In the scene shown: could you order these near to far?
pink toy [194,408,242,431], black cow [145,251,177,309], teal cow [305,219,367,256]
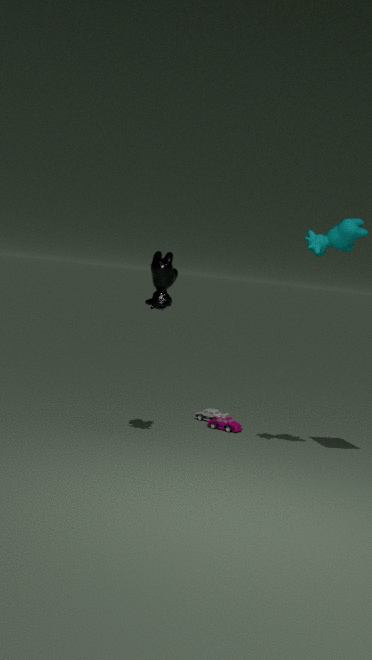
1. teal cow [305,219,367,256]
2. black cow [145,251,177,309]
3. pink toy [194,408,242,431]
